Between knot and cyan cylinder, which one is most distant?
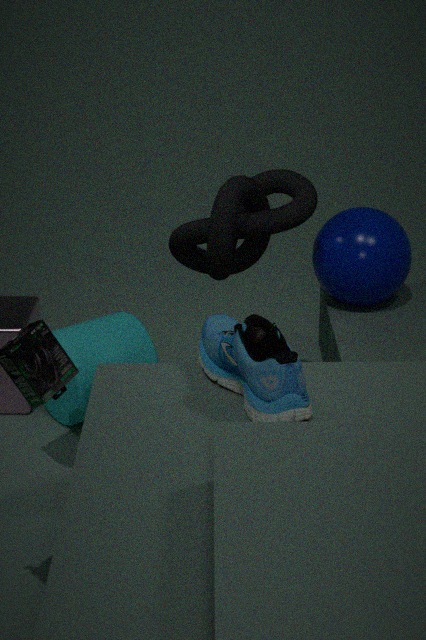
cyan cylinder
